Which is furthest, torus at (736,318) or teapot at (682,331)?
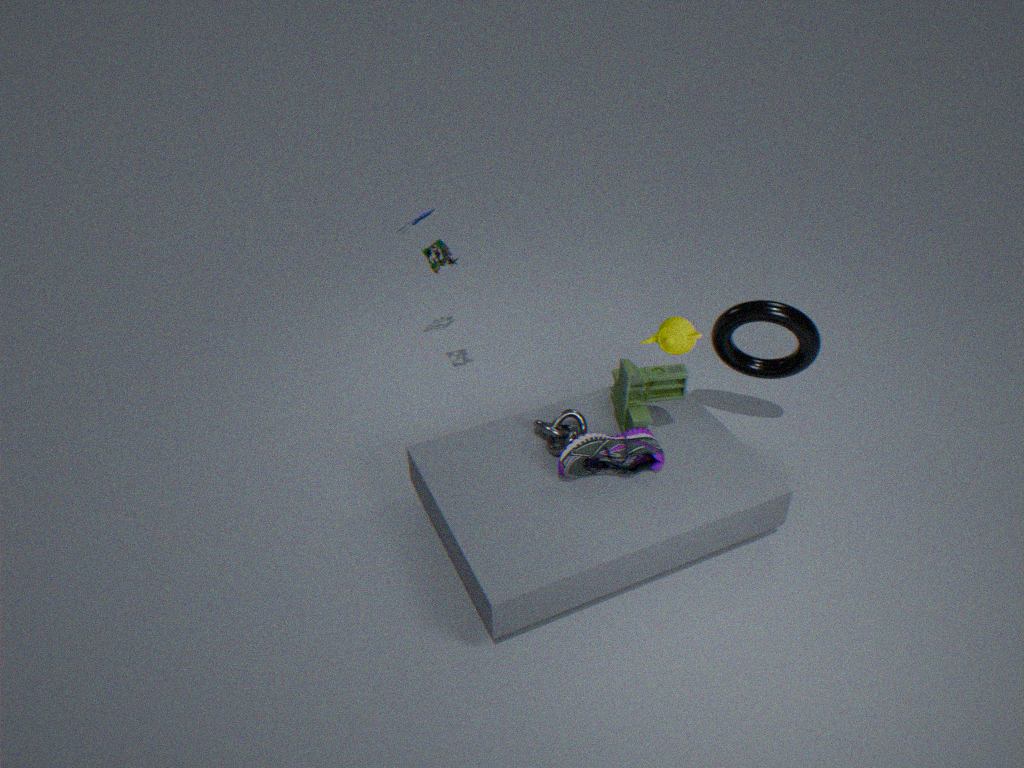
torus at (736,318)
